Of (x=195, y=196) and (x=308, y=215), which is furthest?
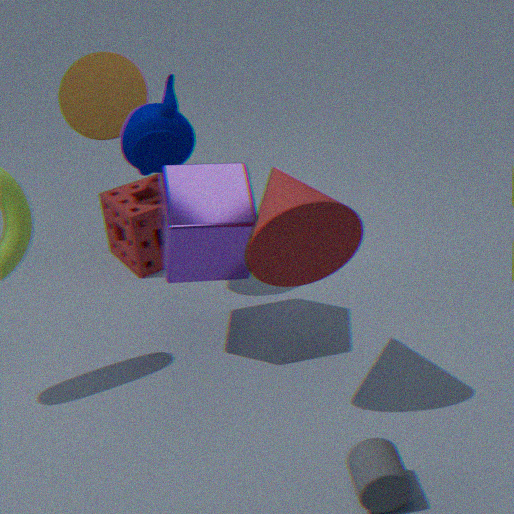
(x=195, y=196)
